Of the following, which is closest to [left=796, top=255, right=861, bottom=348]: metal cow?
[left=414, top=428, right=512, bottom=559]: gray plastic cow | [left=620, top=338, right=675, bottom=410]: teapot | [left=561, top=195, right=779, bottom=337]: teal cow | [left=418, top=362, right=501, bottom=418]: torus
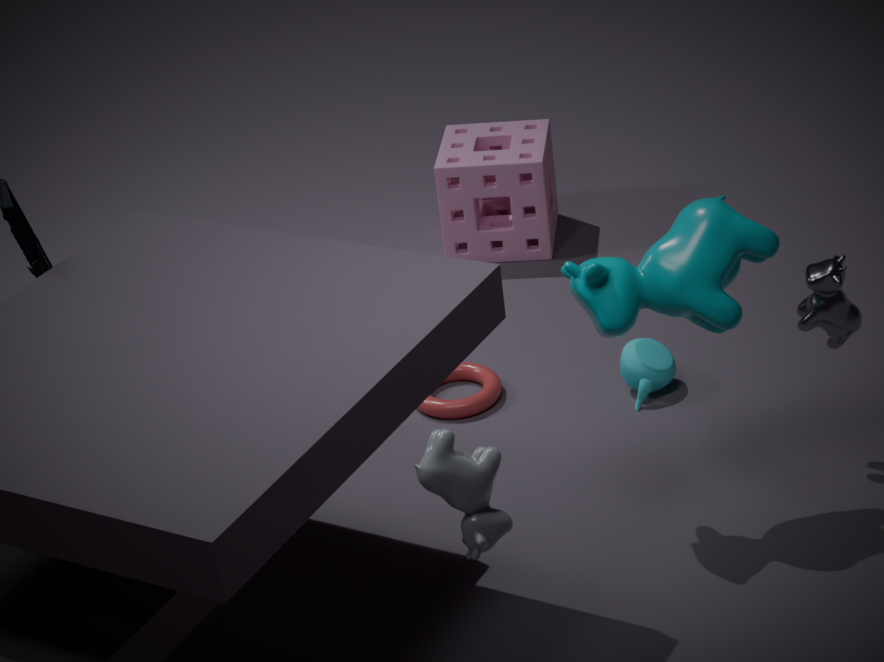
[left=561, top=195, right=779, bottom=337]: teal cow
